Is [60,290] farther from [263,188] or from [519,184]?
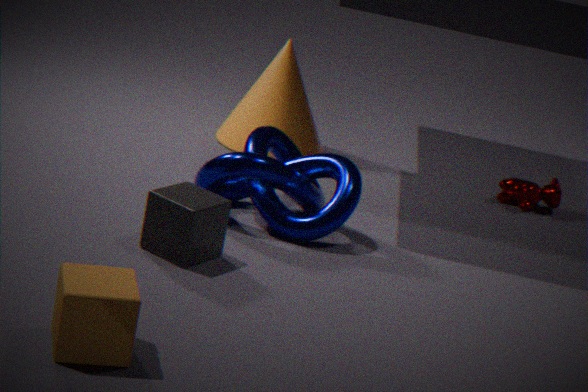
[519,184]
